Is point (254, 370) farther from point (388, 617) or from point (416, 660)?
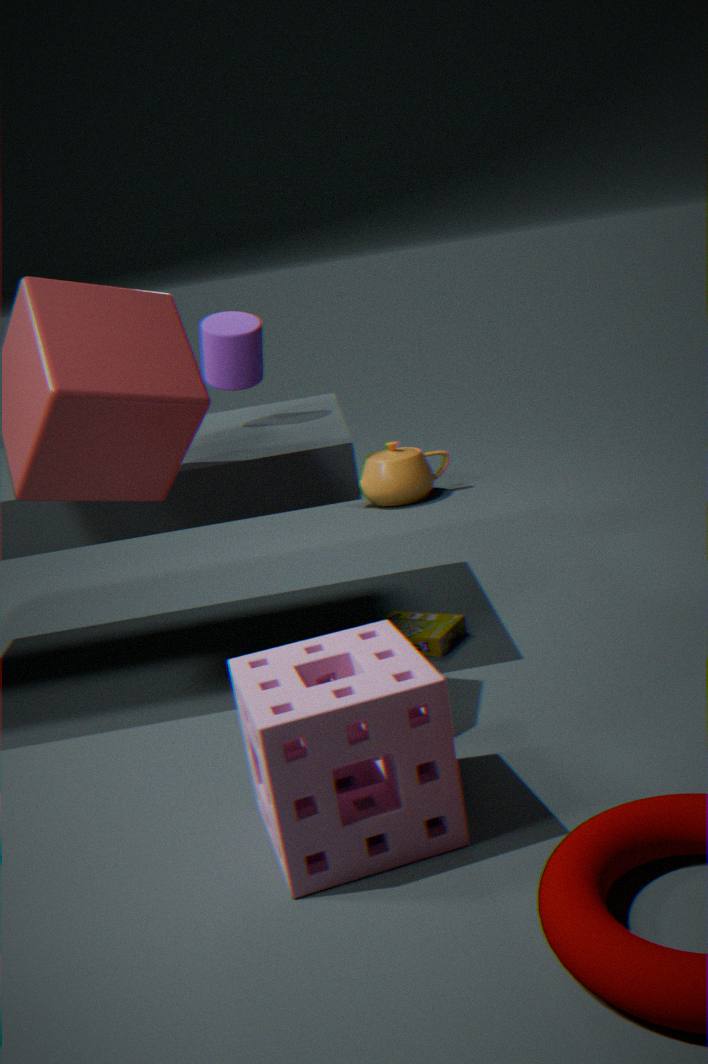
point (416, 660)
